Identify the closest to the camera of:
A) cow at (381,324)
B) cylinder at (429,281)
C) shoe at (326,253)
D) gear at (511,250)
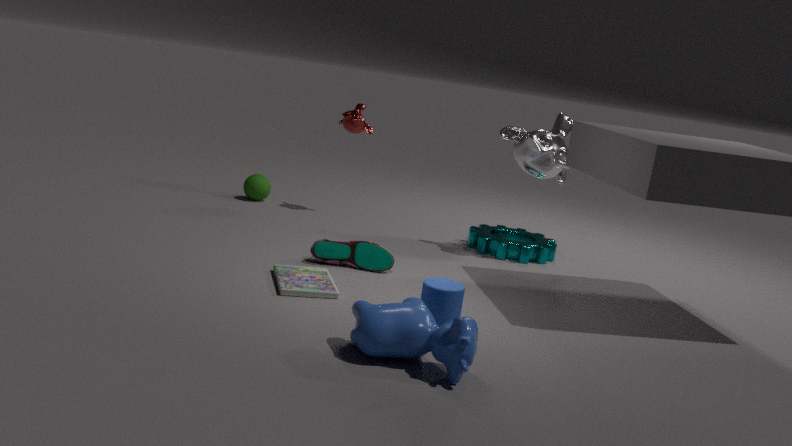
cow at (381,324)
